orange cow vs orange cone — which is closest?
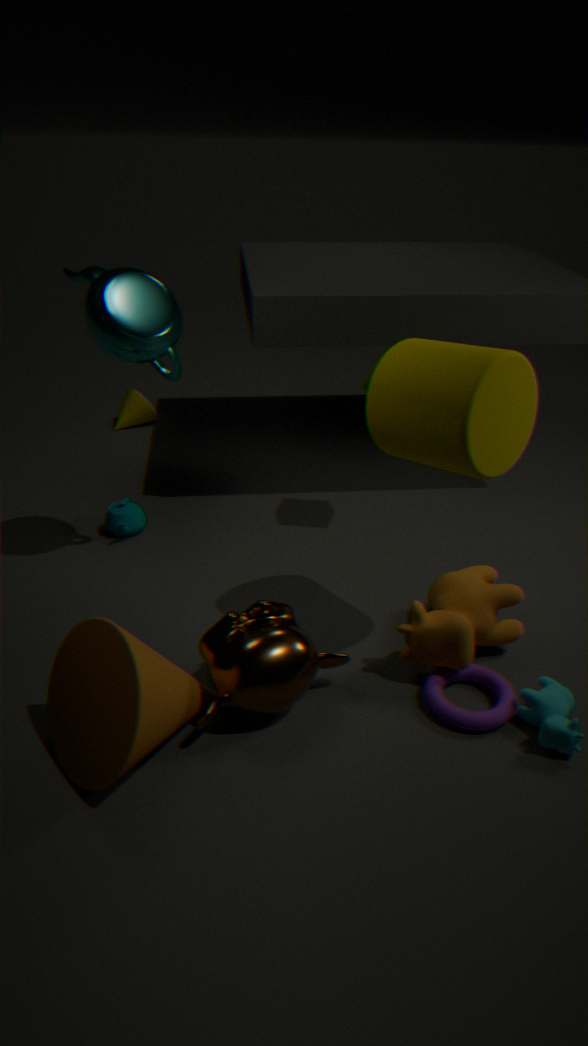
orange cone
